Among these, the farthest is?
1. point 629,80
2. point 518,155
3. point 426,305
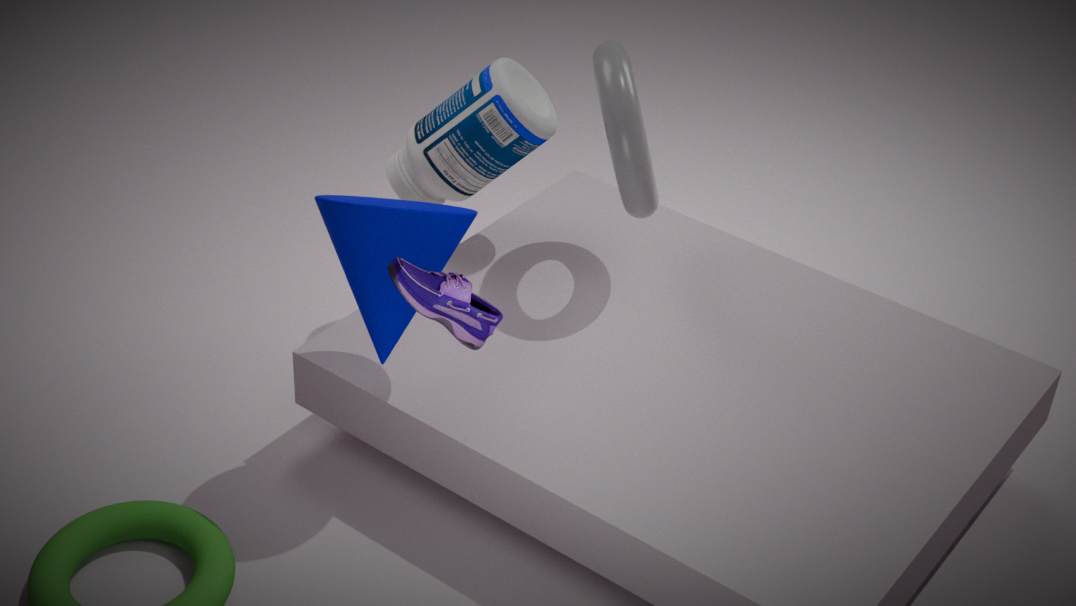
point 518,155
